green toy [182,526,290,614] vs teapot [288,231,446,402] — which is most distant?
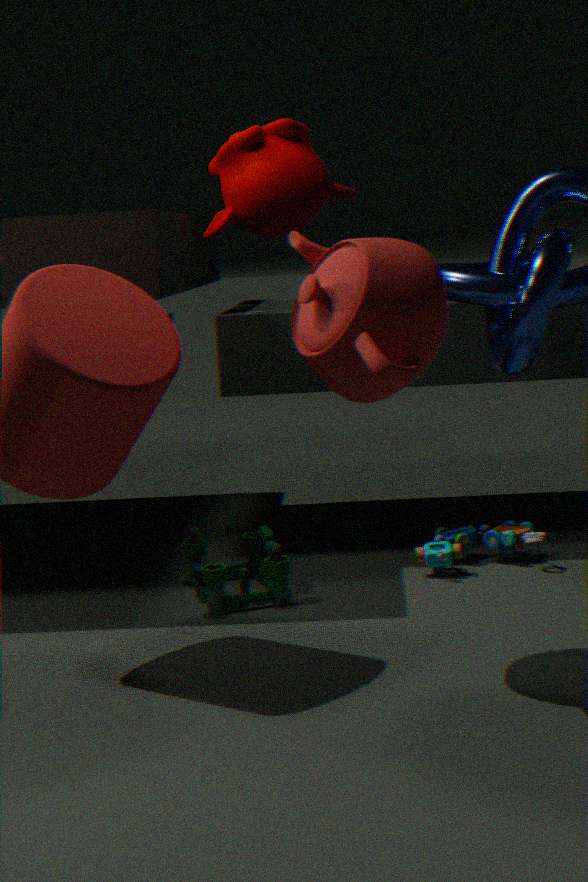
green toy [182,526,290,614]
